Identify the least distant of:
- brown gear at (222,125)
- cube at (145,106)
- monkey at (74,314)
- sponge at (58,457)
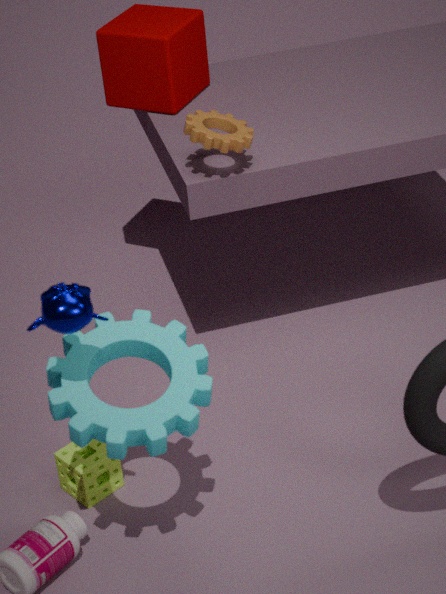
monkey at (74,314)
